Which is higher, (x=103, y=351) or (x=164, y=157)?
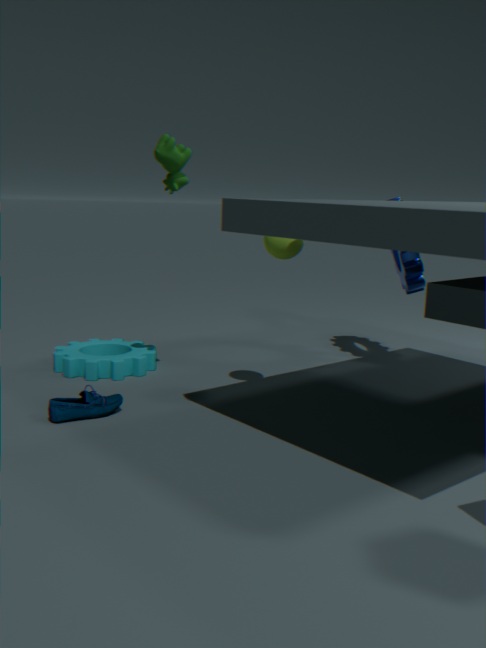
(x=164, y=157)
